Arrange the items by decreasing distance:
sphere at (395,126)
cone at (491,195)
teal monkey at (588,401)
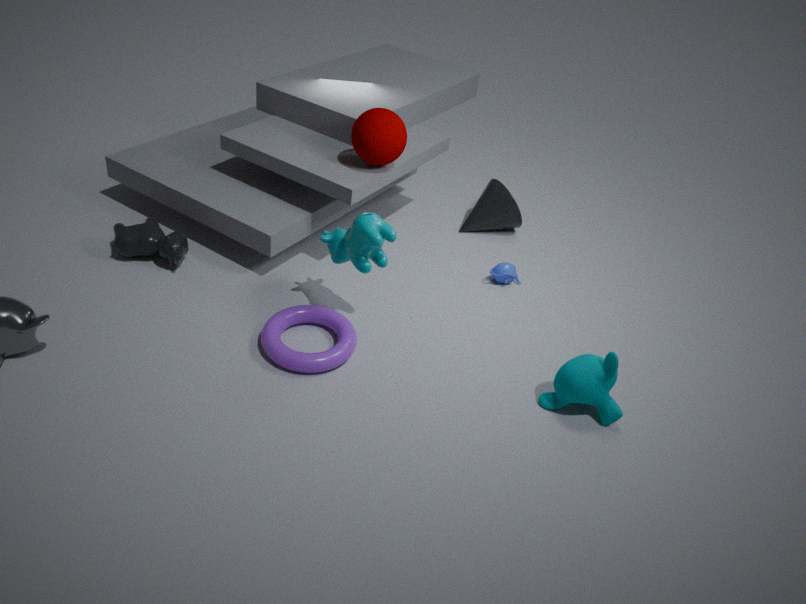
1. cone at (491,195)
2. sphere at (395,126)
3. teal monkey at (588,401)
